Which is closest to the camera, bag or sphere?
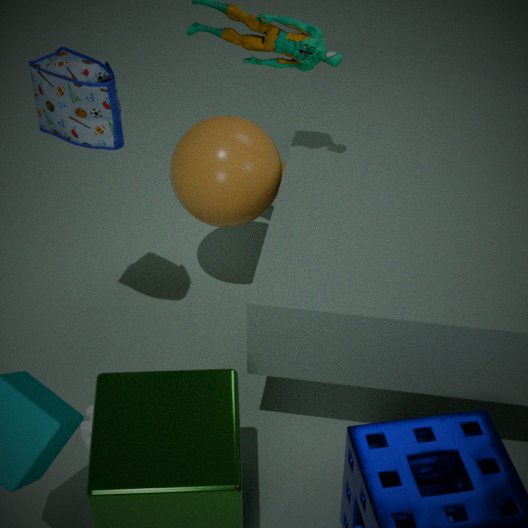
bag
